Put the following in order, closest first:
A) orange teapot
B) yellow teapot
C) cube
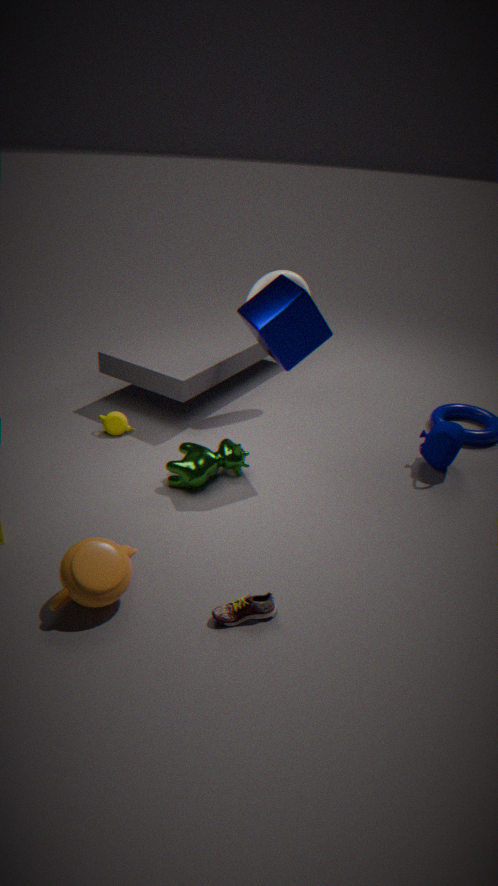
orange teapot < cube < yellow teapot
